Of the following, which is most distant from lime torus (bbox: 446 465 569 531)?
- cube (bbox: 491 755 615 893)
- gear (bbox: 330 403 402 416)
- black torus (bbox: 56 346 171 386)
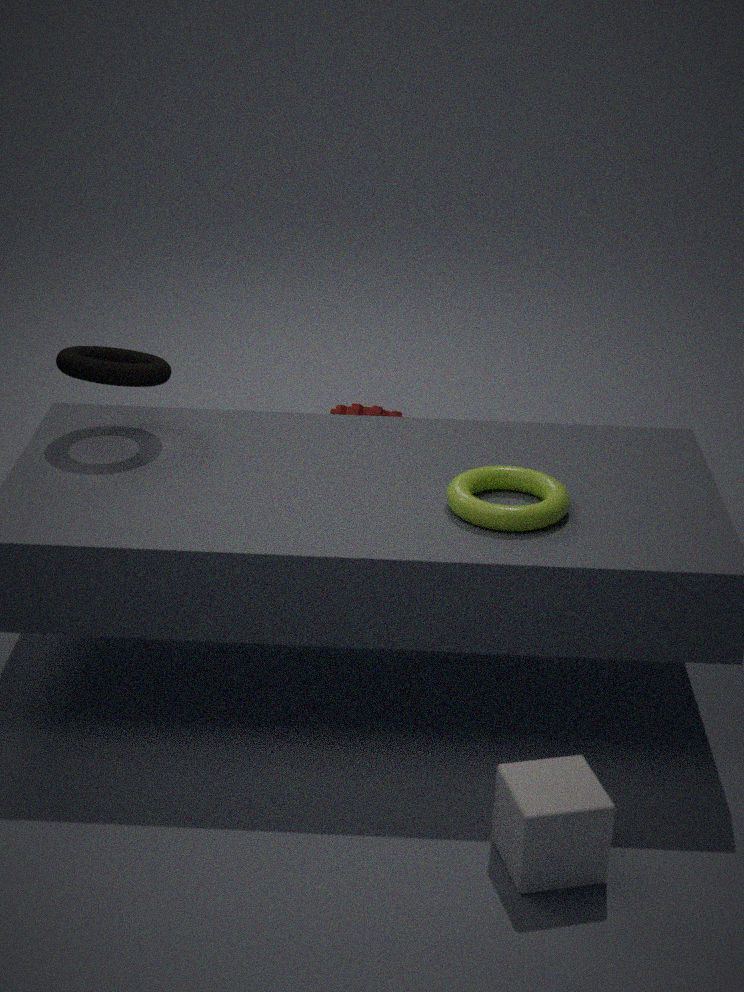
gear (bbox: 330 403 402 416)
